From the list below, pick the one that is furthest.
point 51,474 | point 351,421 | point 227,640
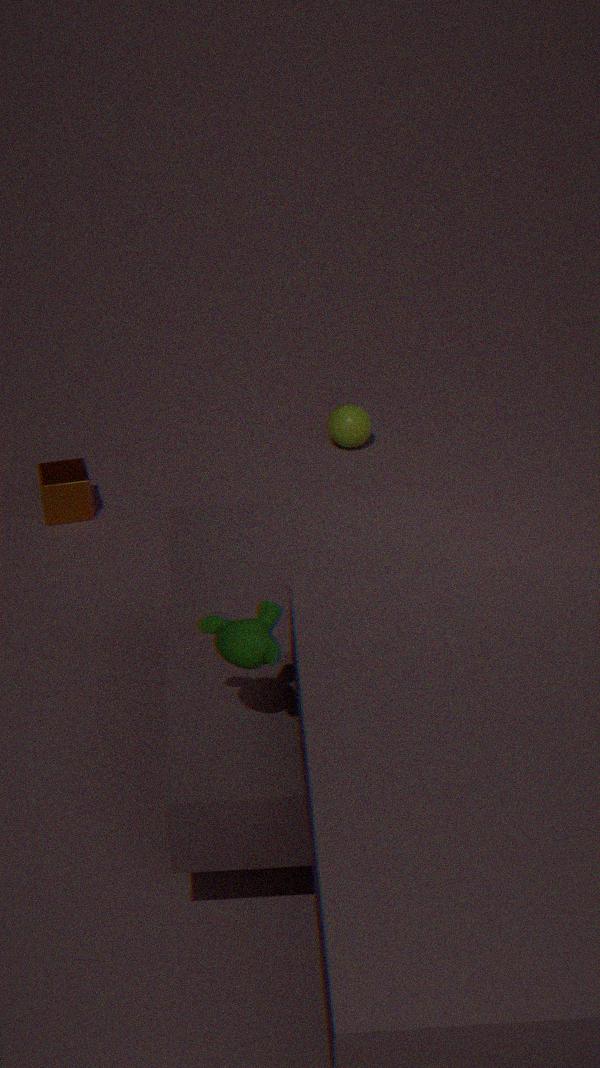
point 351,421
